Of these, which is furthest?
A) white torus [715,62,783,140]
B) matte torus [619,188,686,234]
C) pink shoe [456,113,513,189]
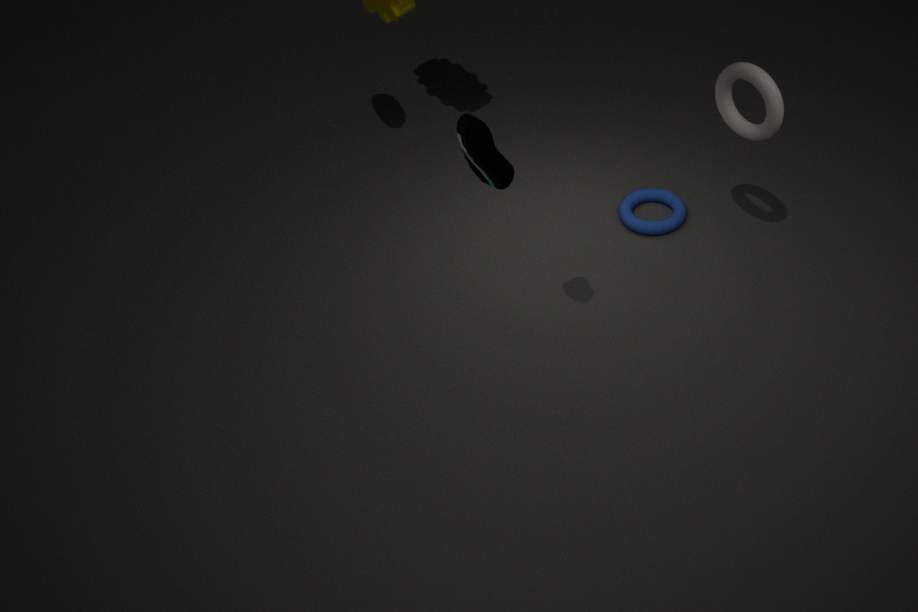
matte torus [619,188,686,234]
